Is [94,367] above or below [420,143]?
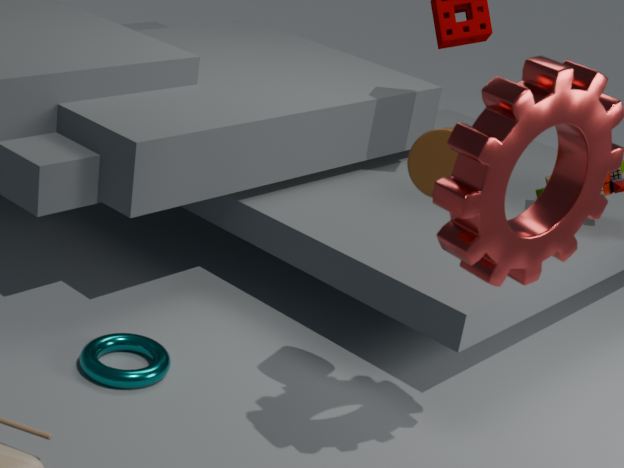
below
